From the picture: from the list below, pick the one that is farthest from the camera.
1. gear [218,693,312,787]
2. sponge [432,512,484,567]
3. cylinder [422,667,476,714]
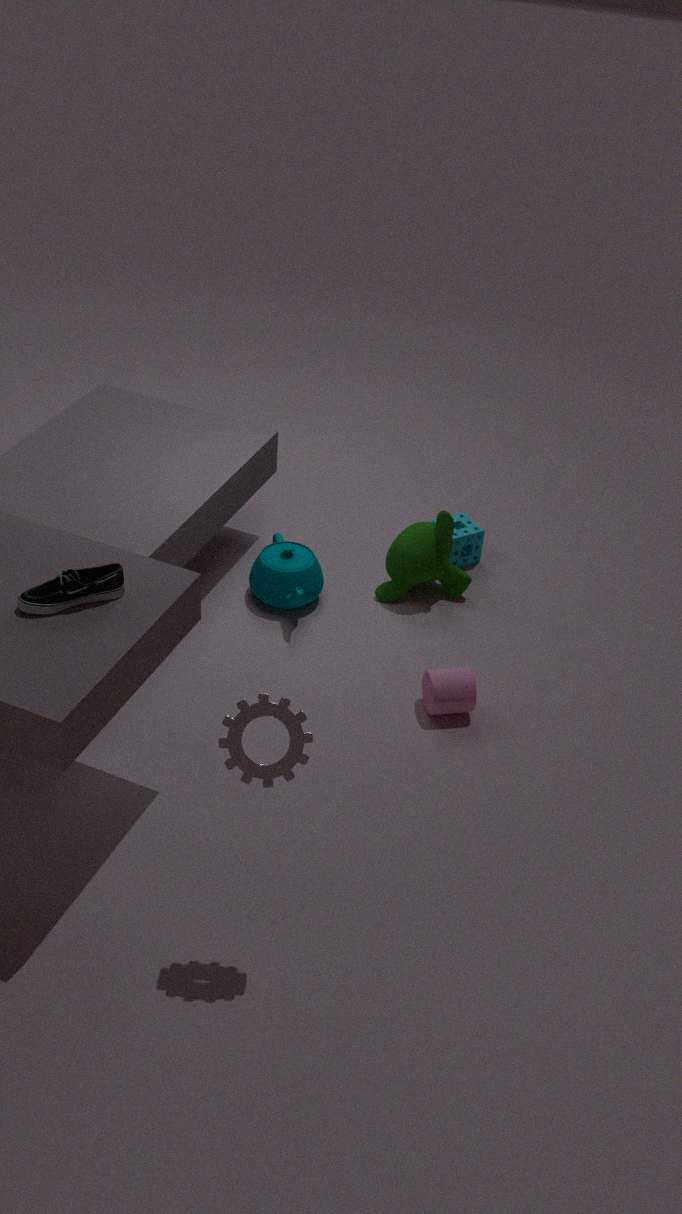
sponge [432,512,484,567]
